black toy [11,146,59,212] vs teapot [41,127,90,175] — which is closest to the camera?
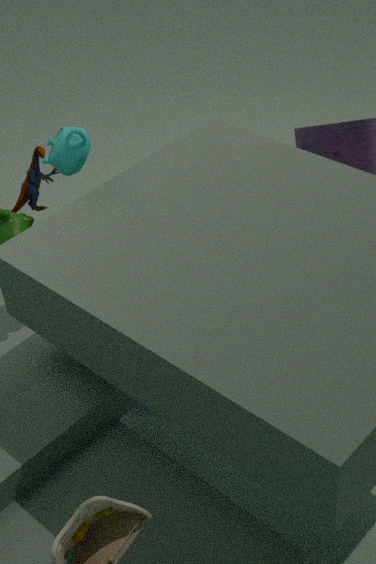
teapot [41,127,90,175]
